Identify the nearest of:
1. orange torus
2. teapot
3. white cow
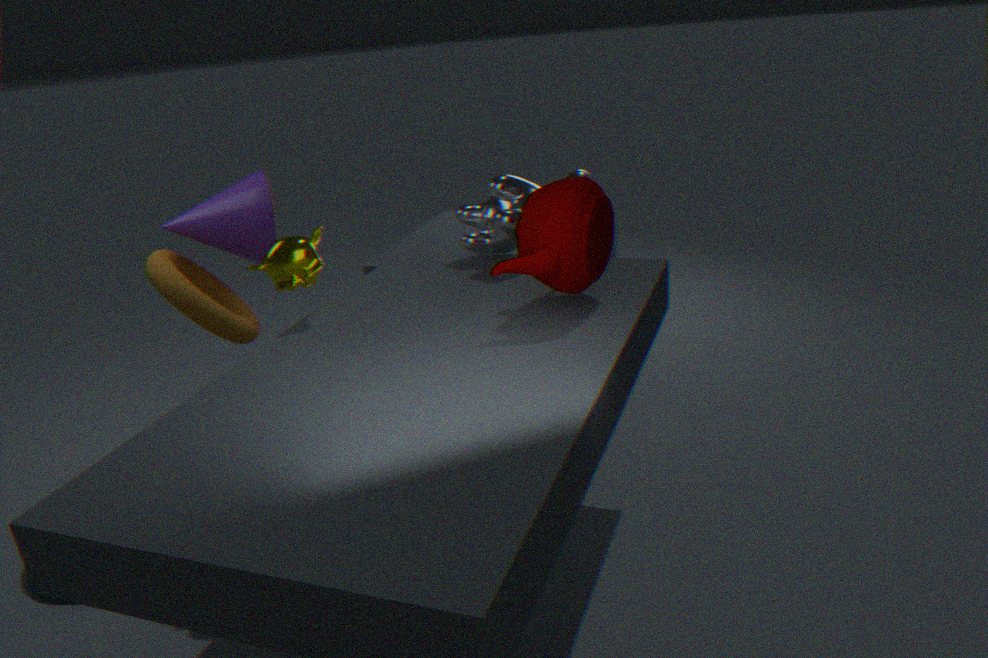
teapot
